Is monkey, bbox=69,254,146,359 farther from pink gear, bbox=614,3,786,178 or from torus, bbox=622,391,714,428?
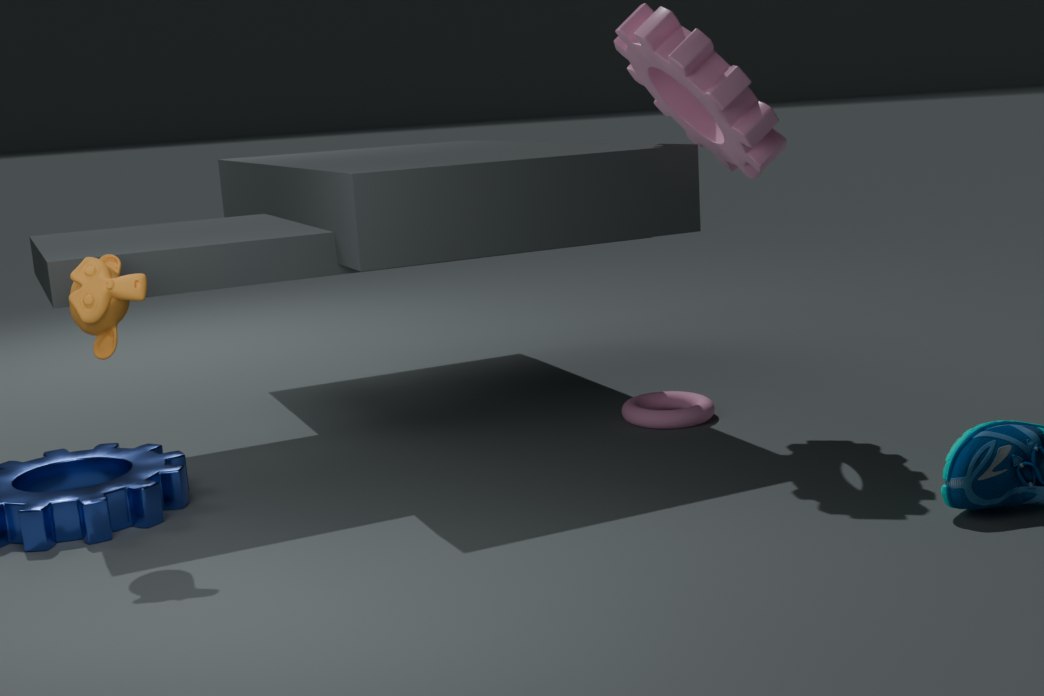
torus, bbox=622,391,714,428
